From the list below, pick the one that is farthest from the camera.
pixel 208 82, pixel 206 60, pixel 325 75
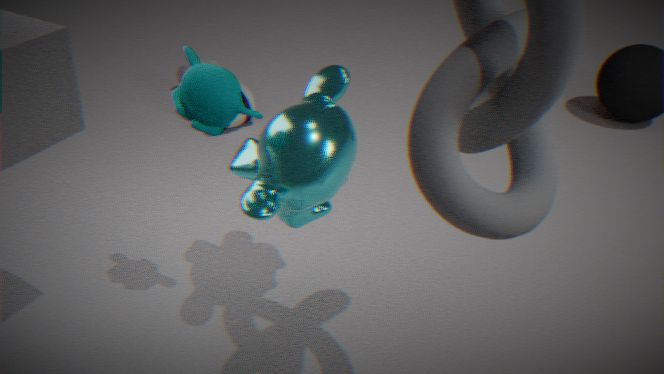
pixel 206 60
